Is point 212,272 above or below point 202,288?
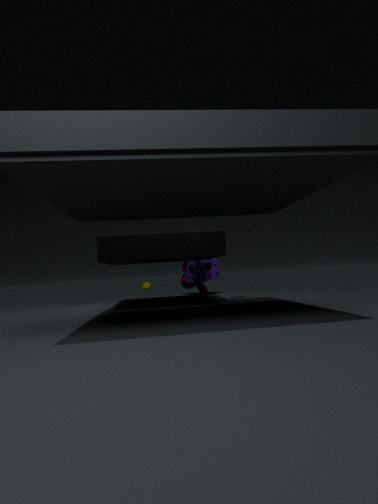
above
